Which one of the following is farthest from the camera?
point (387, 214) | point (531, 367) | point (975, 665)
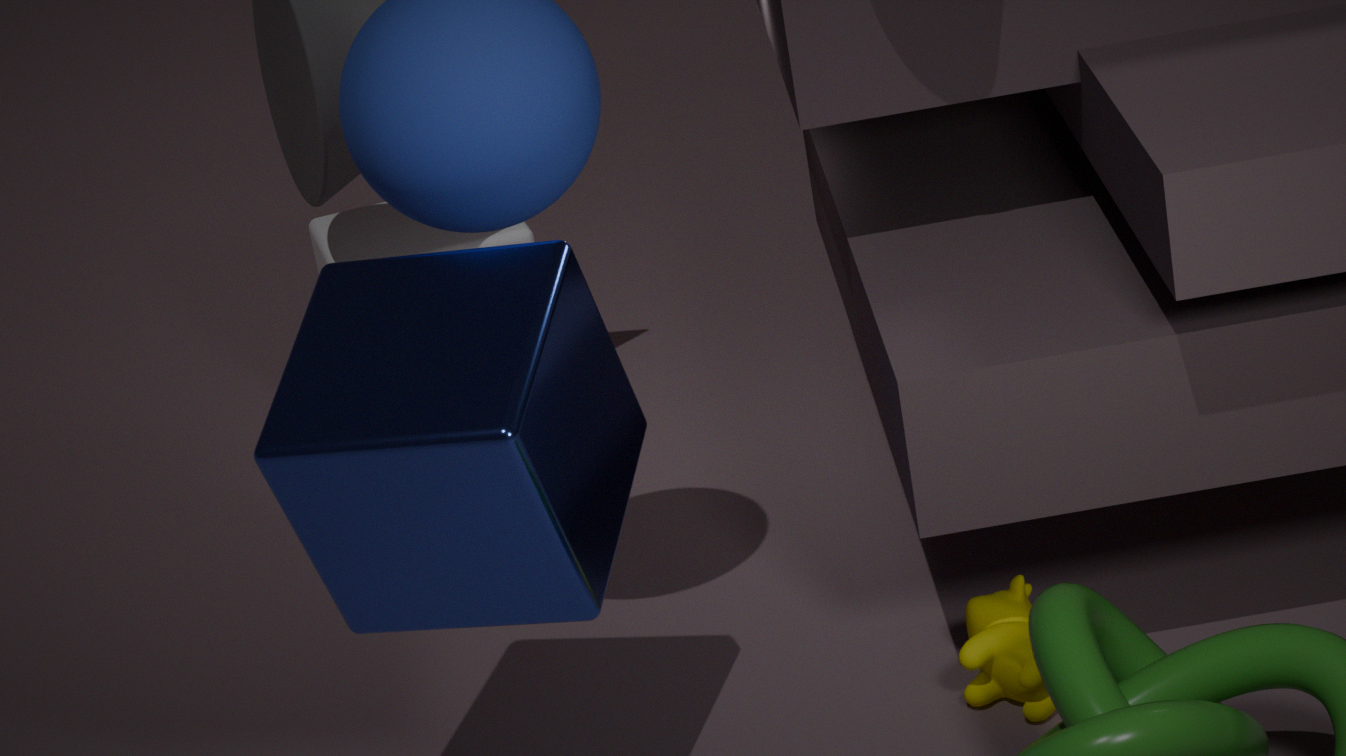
point (387, 214)
